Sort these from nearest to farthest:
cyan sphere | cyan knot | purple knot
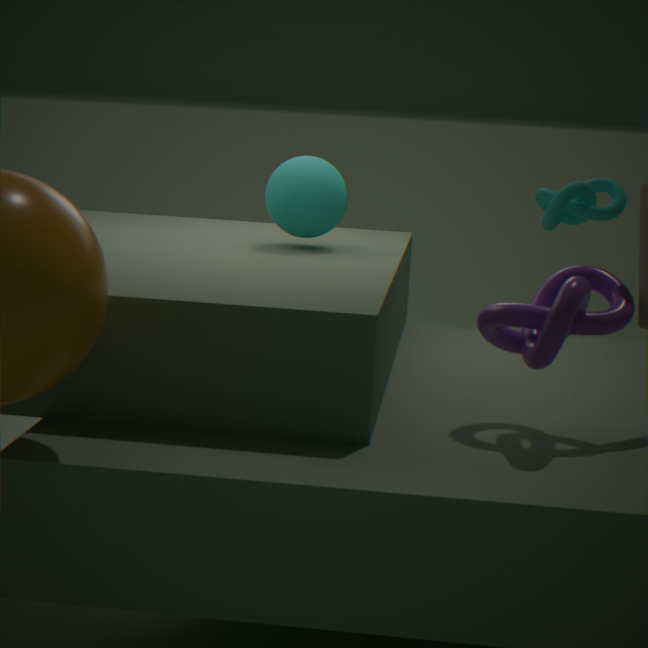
purple knot < cyan sphere < cyan knot
